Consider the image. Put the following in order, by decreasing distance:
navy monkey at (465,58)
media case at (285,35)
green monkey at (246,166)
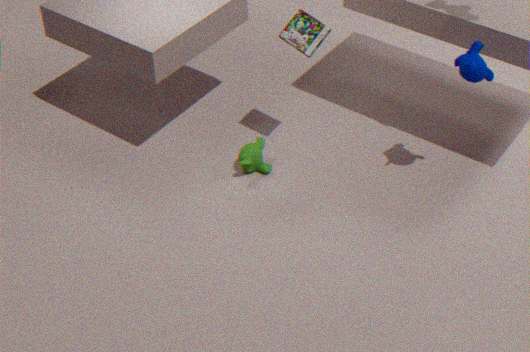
green monkey at (246,166), media case at (285,35), navy monkey at (465,58)
